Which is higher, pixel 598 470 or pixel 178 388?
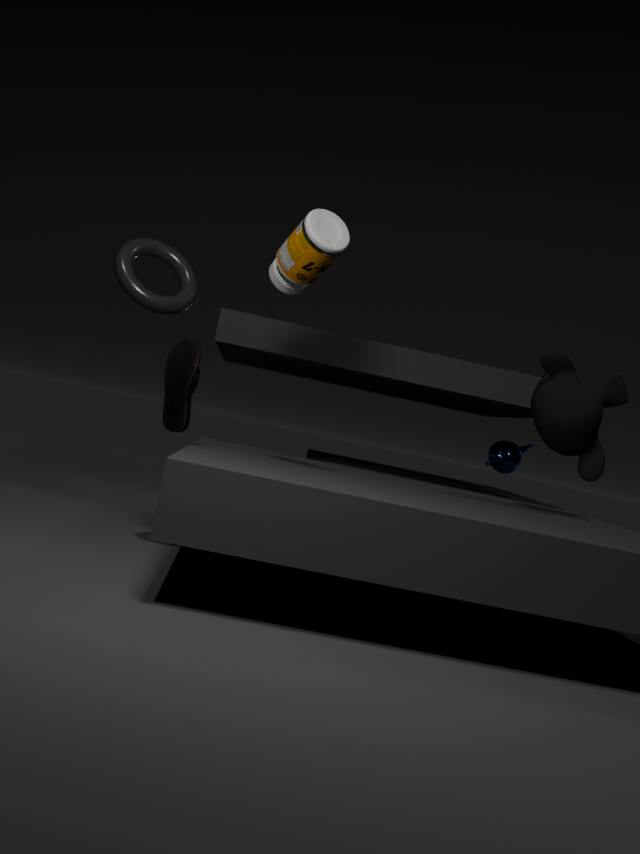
pixel 598 470
